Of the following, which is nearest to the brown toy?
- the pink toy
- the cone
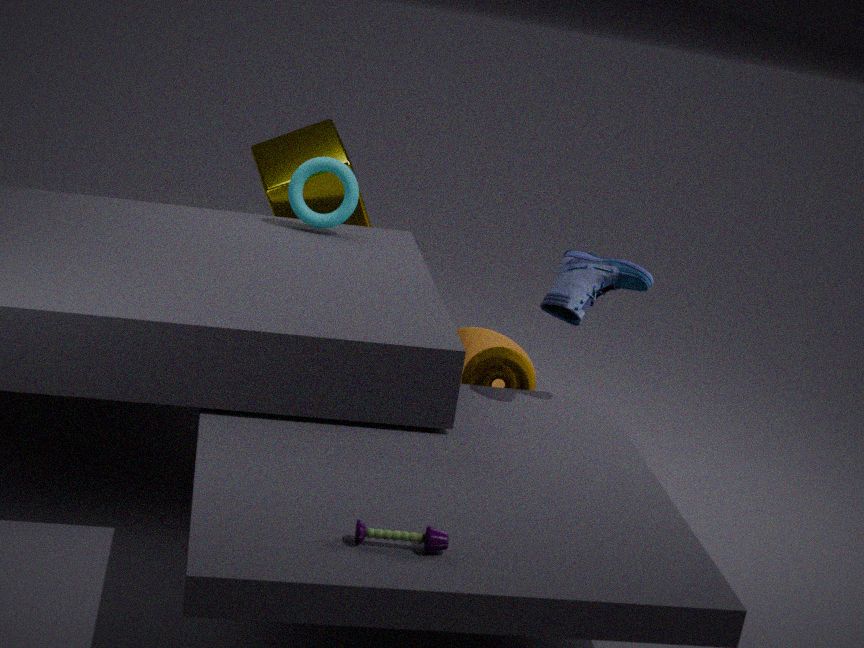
the cone
